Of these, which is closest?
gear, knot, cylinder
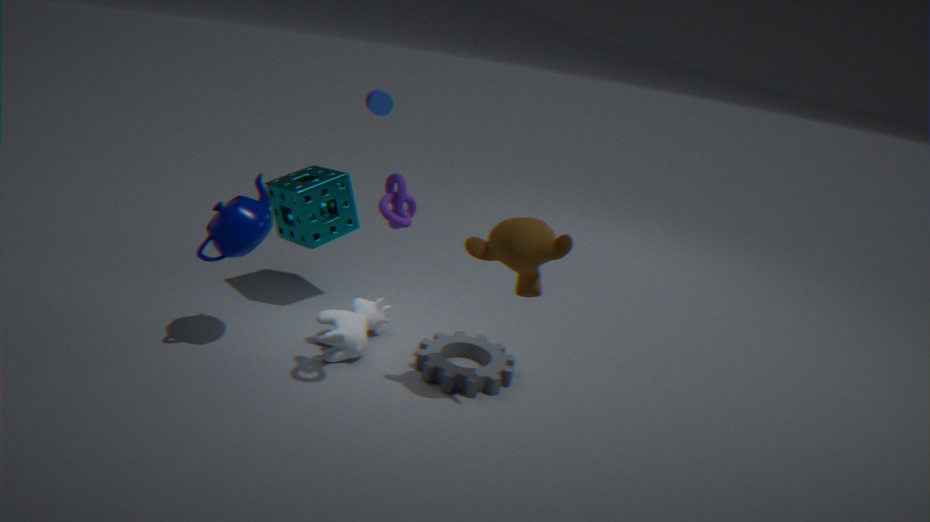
knot
